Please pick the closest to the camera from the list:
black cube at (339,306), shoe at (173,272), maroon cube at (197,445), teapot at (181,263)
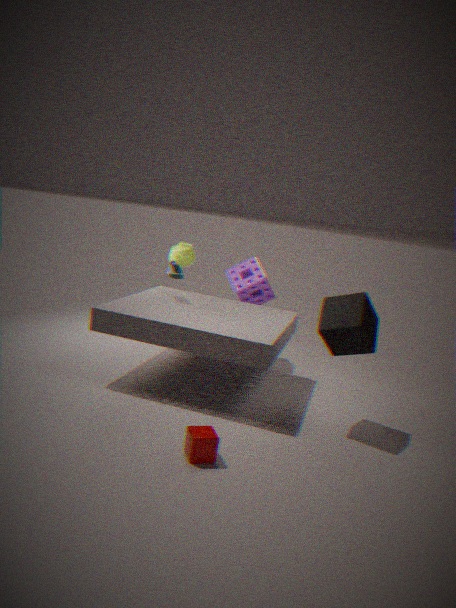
maroon cube at (197,445)
